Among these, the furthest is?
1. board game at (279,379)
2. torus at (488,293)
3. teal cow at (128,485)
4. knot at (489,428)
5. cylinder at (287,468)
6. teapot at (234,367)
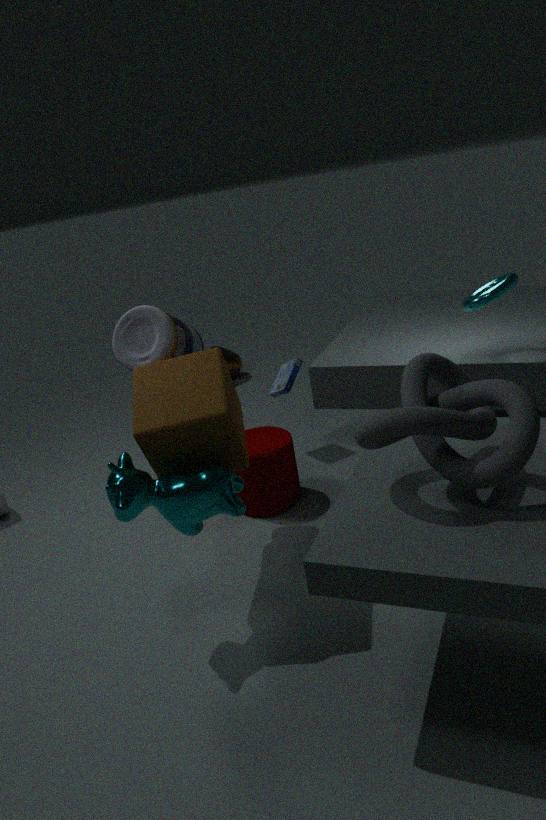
teapot at (234,367)
